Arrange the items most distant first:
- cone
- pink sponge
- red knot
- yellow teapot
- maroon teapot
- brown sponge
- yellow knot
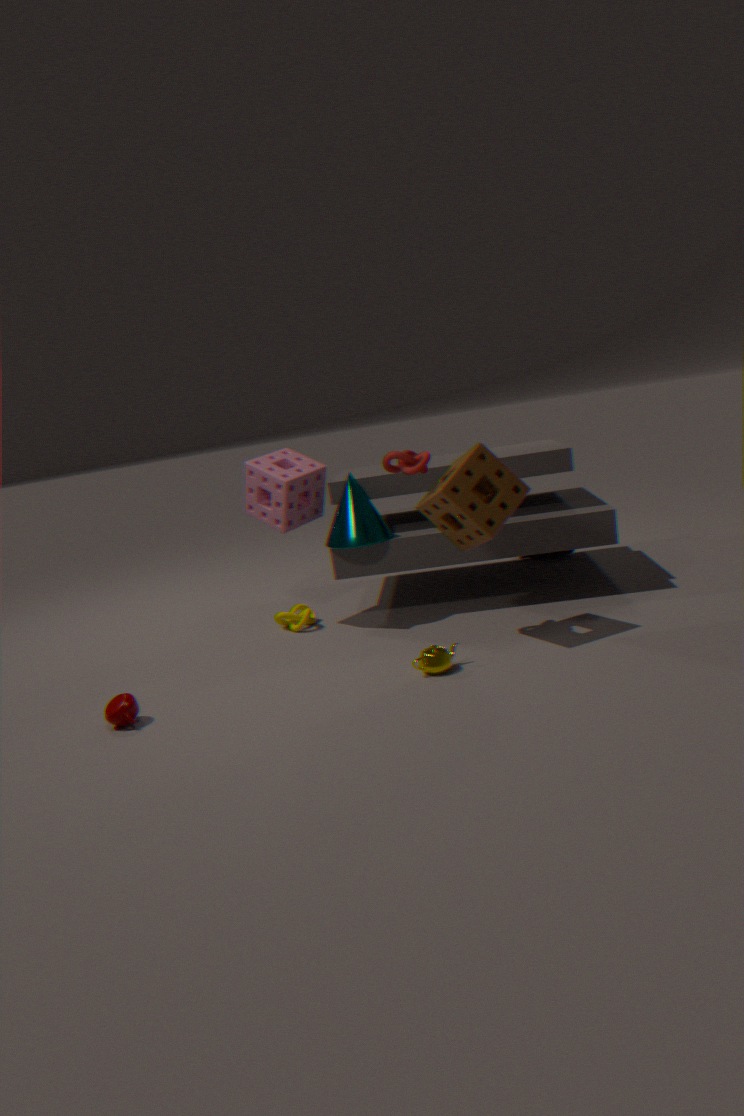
yellow knot, cone, pink sponge, red knot, brown sponge, yellow teapot, maroon teapot
